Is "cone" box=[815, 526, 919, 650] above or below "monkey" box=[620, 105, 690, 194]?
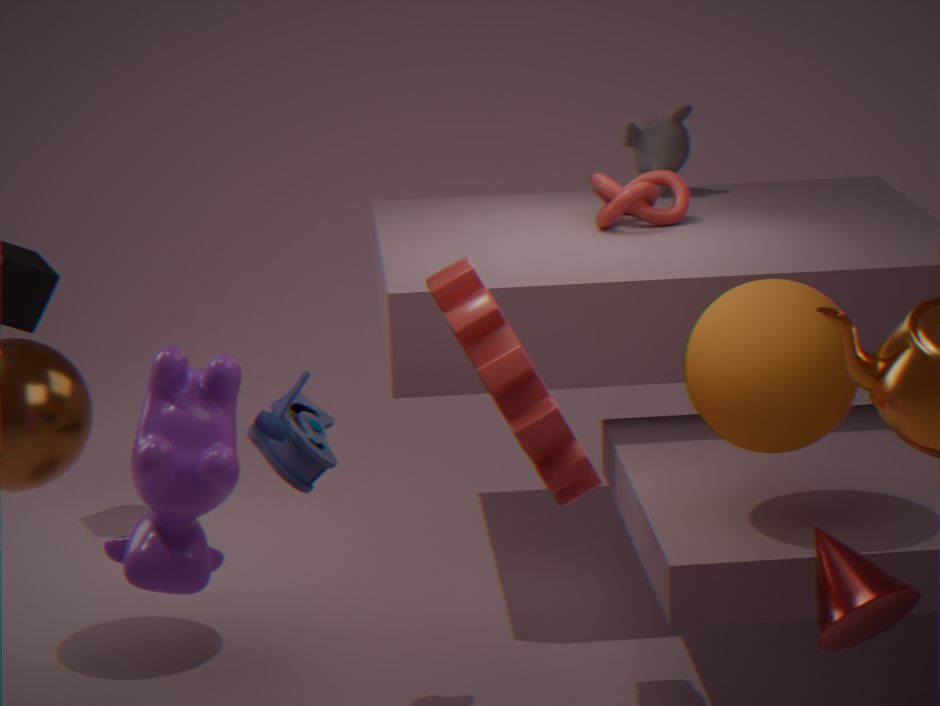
below
